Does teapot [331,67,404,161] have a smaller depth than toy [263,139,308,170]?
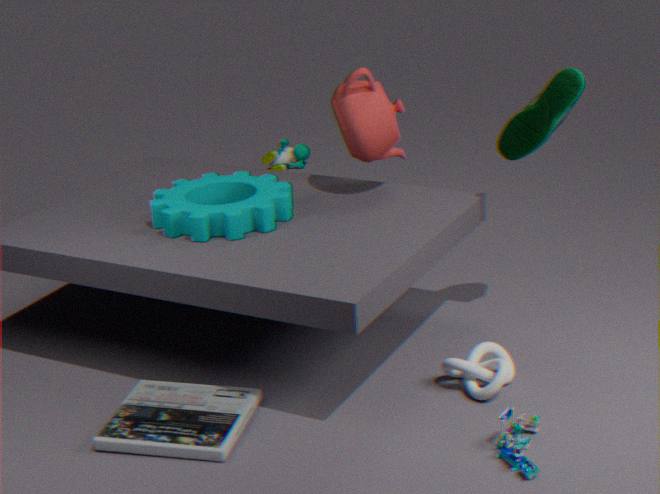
Yes
